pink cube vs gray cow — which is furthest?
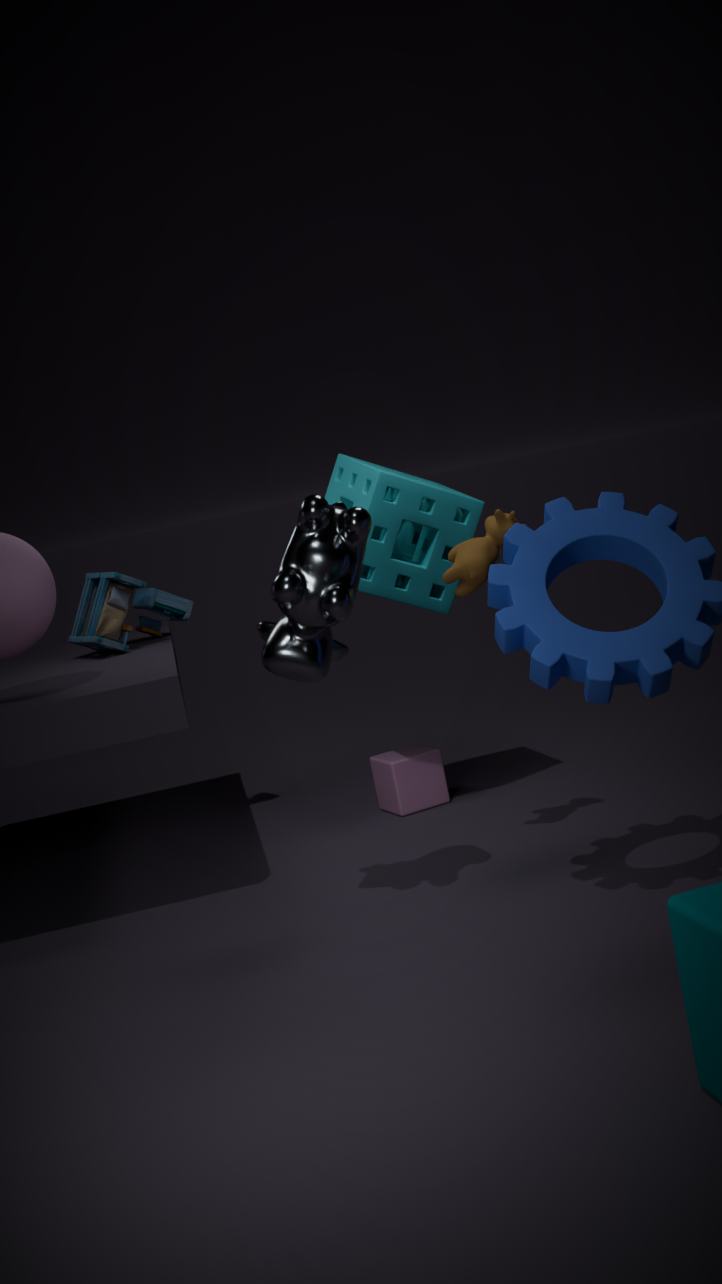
pink cube
